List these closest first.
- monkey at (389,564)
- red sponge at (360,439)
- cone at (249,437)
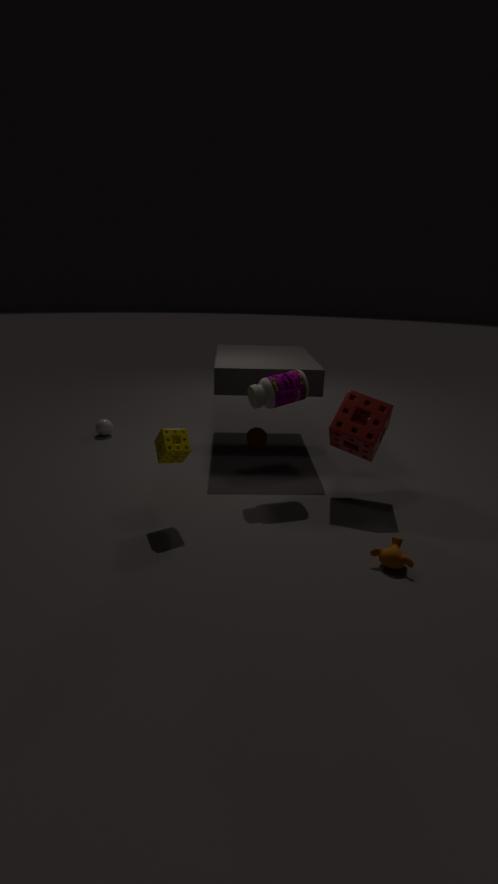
1. monkey at (389,564)
2. red sponge at (360,439)
3. cone at (249,437)
